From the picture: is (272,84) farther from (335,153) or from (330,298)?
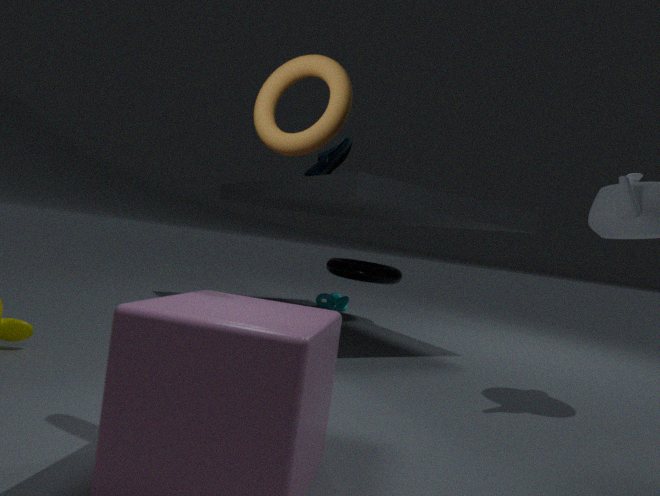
(330,298)
